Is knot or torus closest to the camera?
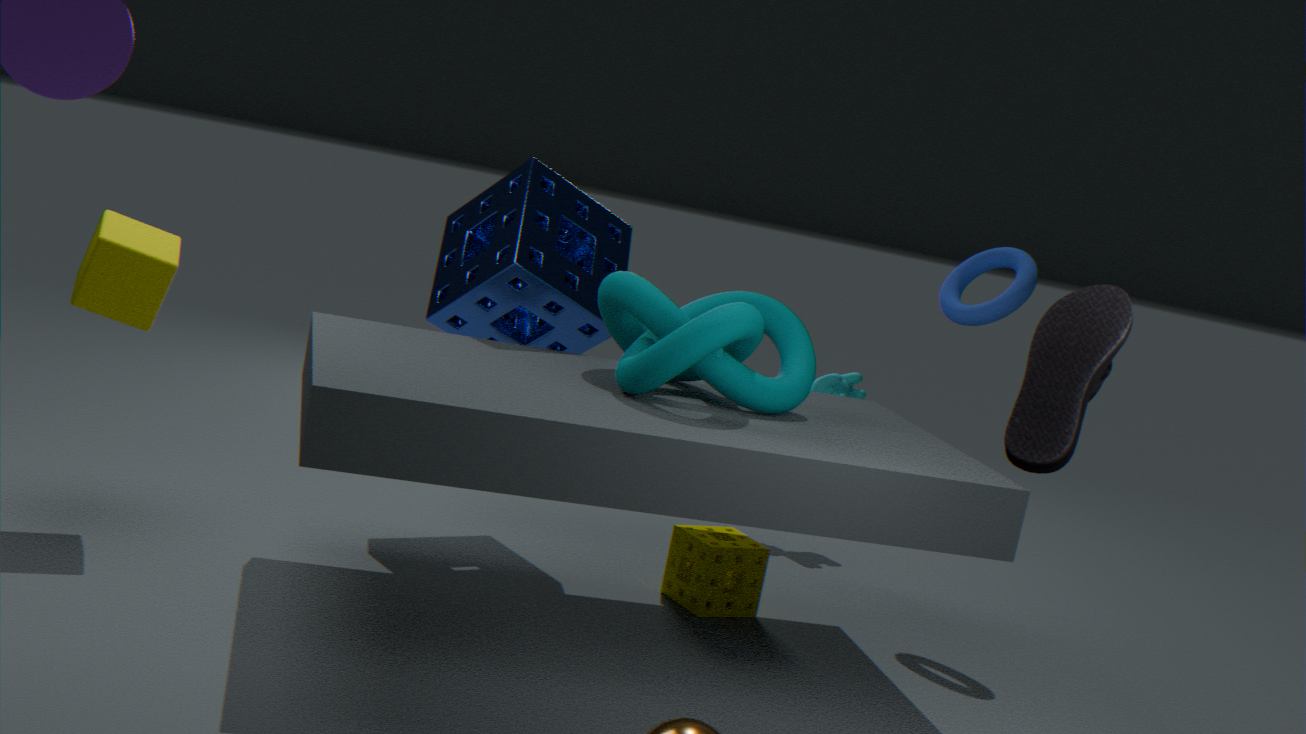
knot
